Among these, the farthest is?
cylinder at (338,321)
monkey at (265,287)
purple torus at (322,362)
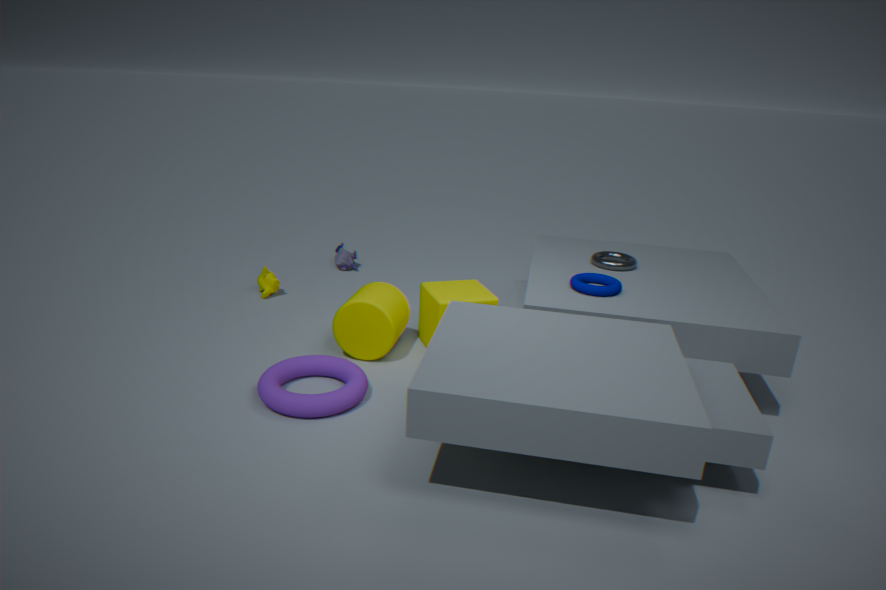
monkey at (265,287)
